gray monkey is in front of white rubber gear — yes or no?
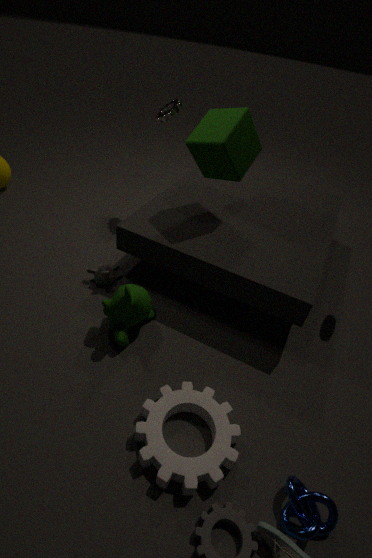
No
